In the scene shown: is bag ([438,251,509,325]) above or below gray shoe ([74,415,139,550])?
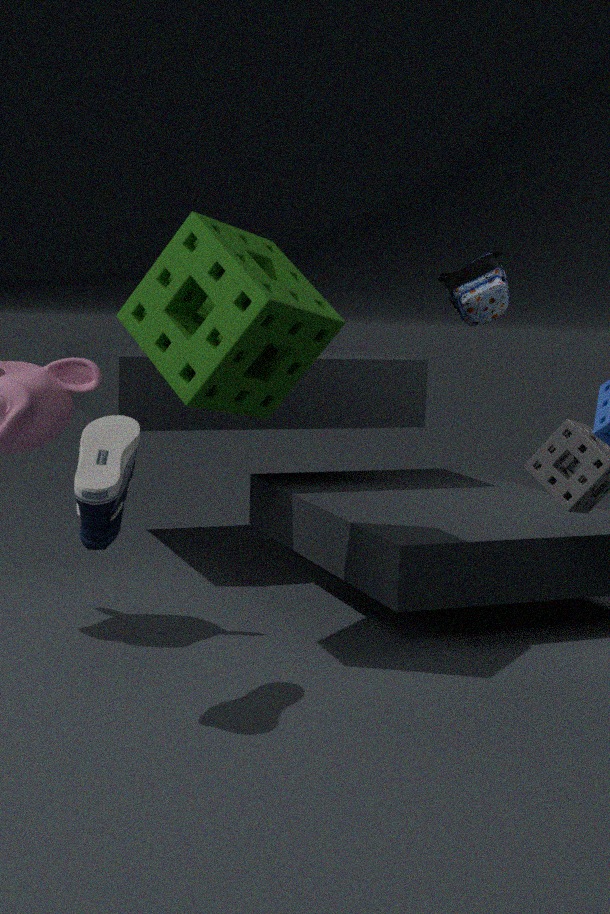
above
